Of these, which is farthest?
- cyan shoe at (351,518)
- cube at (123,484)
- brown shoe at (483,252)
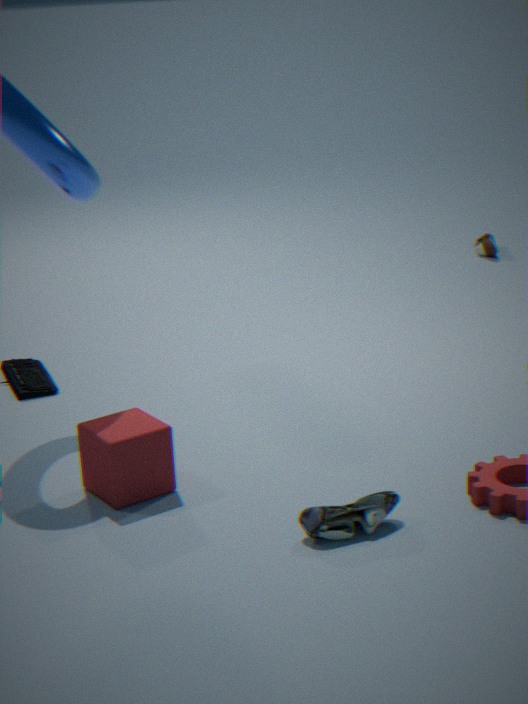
brown shoe at (483,252)
